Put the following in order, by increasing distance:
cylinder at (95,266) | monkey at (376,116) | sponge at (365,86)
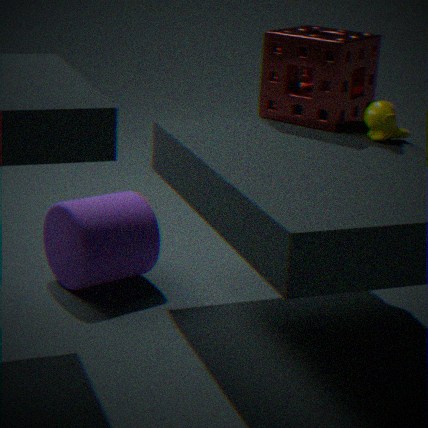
1. monkey at (376,116)
2. cylinder at (95,266)
3. sponge at (365,86)
